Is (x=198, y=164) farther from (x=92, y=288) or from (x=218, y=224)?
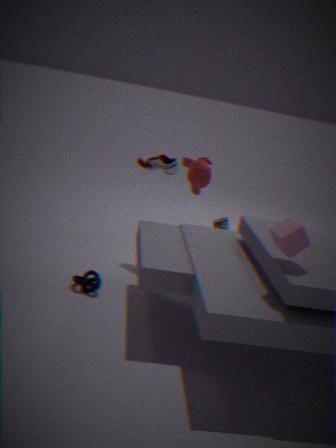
(x=92, y=288)
